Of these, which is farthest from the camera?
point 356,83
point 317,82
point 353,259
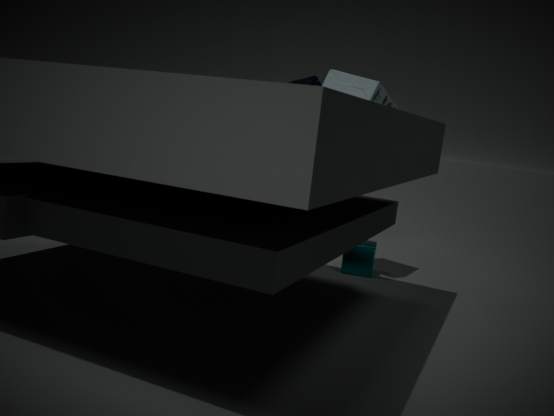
point 317,82
